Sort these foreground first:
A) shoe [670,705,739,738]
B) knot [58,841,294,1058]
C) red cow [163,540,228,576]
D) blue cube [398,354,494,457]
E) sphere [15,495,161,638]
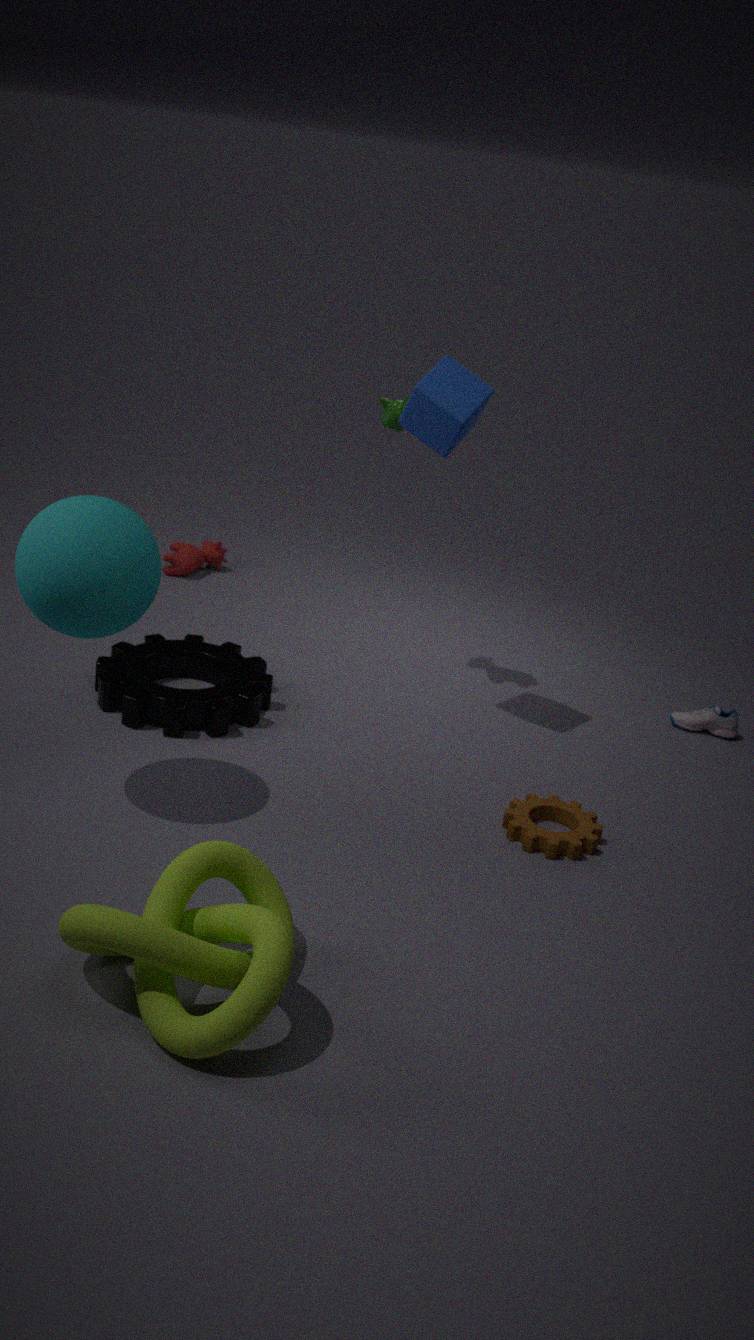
1. knot [58,841,294,1058]
2. sphere [15,495,161,638]
3. blue cube [398,354,494,457]
4. shoe [670,705,739,738]
5. red cow [163,540,228,576]
